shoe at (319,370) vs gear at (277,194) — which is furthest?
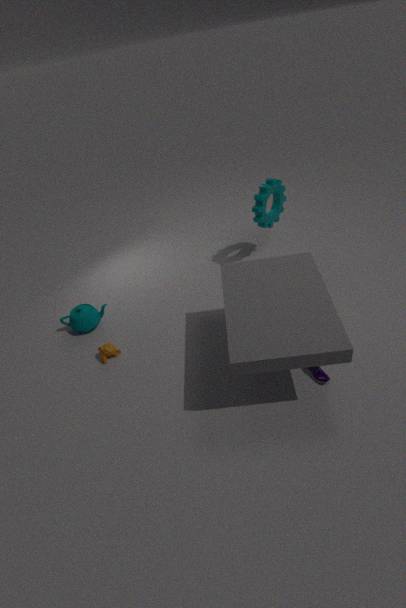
gear at (277,194)
